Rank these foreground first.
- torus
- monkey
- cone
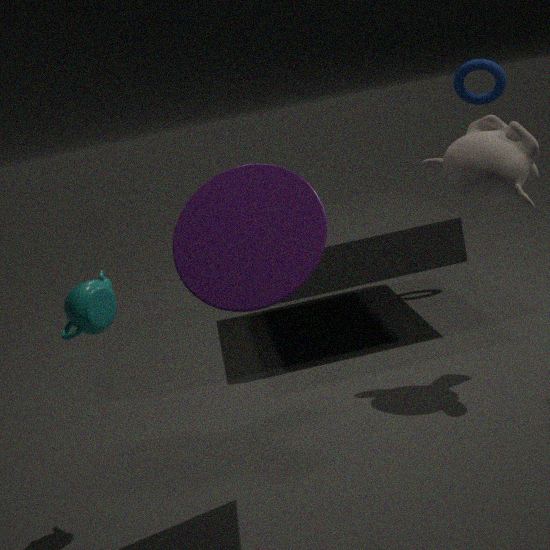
cone
monkey
torus
